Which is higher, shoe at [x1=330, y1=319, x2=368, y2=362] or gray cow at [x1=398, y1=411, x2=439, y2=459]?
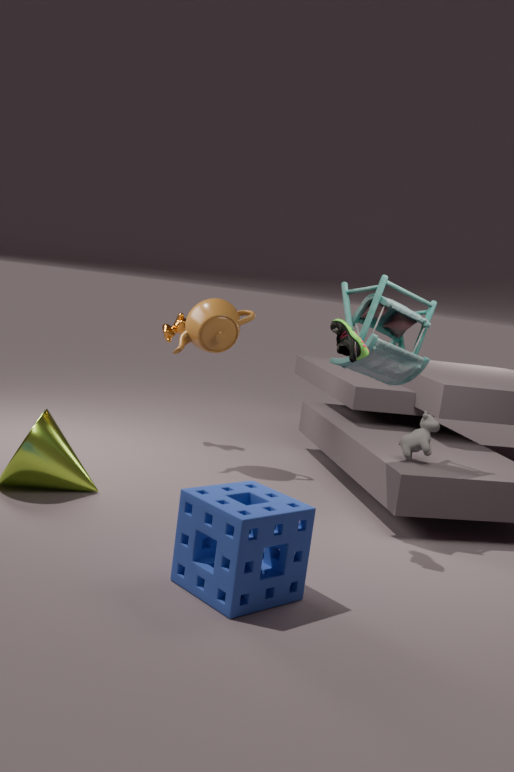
shoe at [x1=330, y1=319, x2=368, y2=362]
